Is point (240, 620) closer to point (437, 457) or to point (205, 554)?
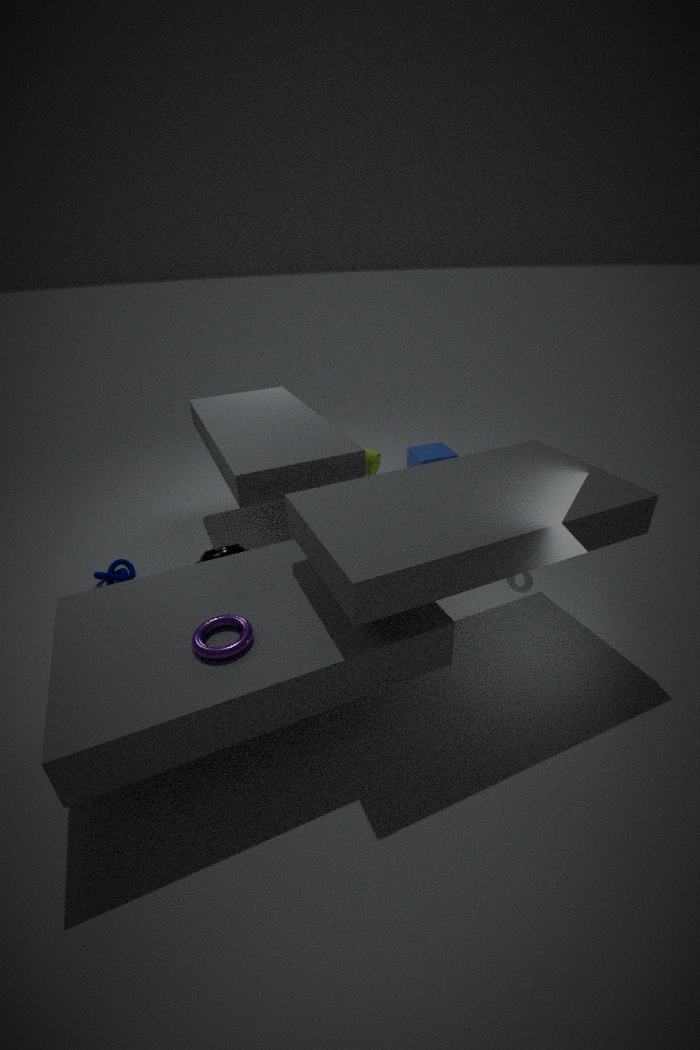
point (205, 554)
